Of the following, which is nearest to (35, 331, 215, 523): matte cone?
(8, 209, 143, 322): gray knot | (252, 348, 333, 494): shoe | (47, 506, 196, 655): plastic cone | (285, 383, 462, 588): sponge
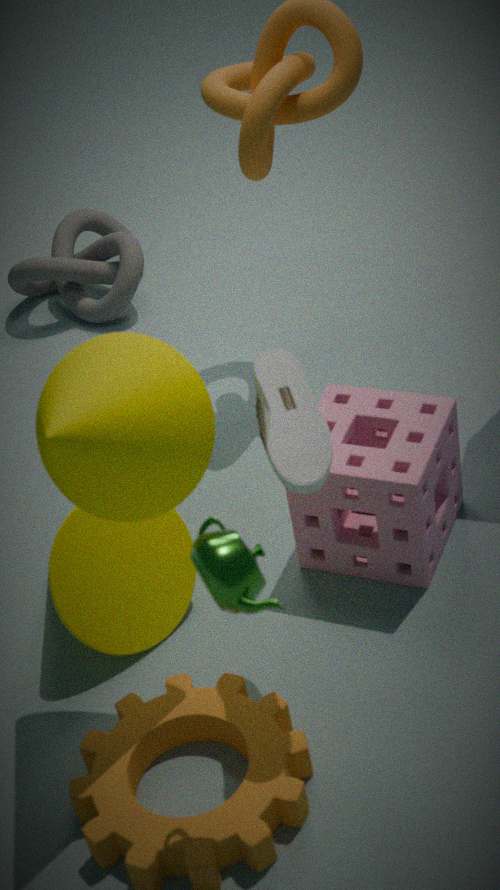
(252, 348, 333, 494): shoe
